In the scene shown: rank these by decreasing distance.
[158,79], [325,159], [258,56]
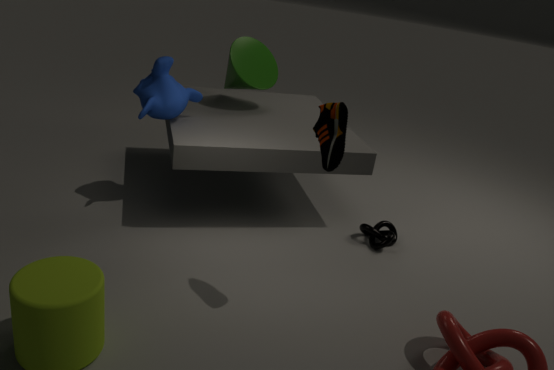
[258,56] → [158,79] → [325,159]
